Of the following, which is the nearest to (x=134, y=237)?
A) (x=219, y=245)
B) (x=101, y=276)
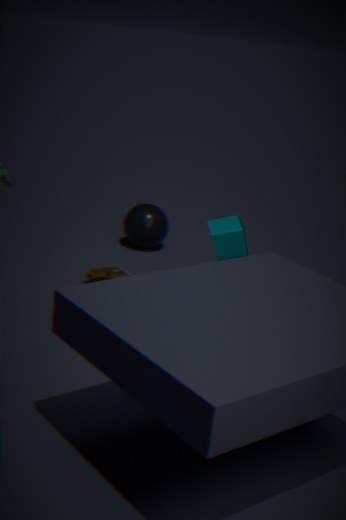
(x=101, y=276)
